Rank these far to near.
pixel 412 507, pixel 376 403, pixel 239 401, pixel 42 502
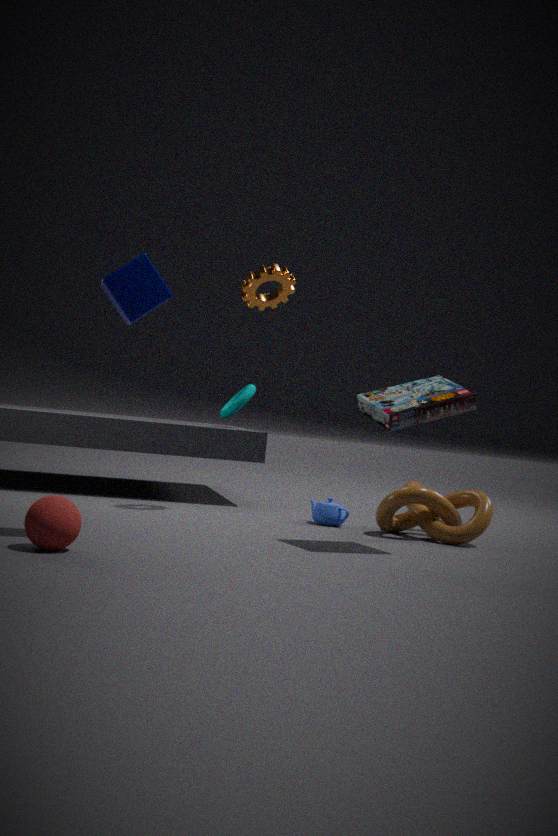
1. pixel 239 401
2. pixel 412 507
3. pixel 376 403
4. pixel 42 502
